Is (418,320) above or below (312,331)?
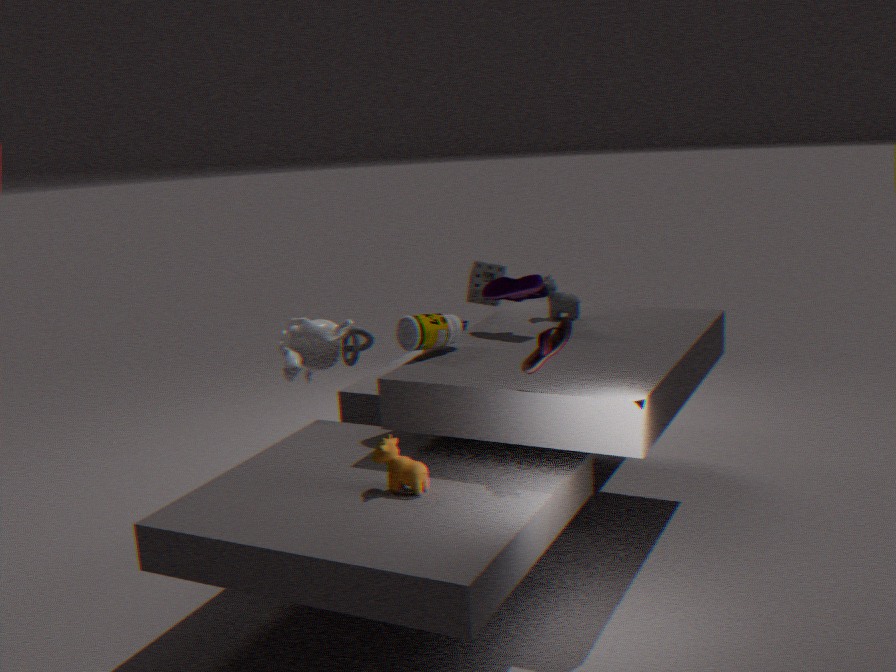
above
